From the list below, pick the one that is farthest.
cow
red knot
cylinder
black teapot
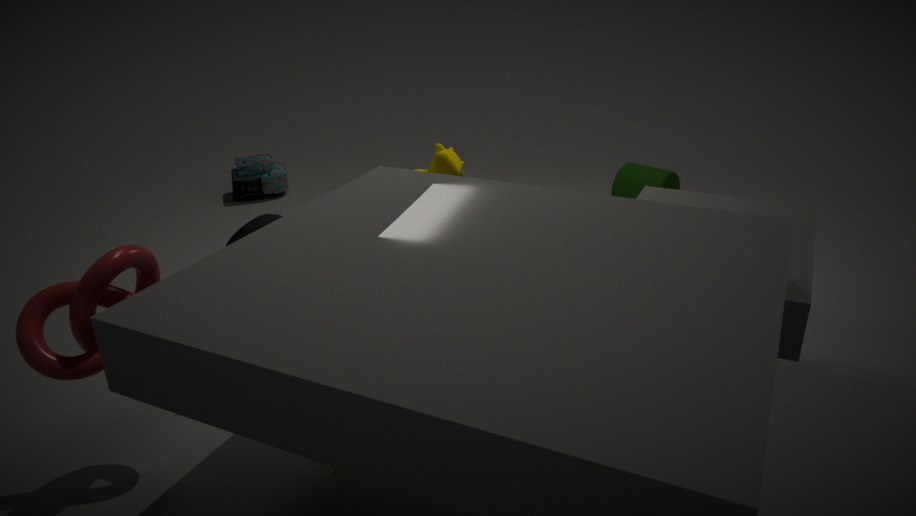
cylinder
